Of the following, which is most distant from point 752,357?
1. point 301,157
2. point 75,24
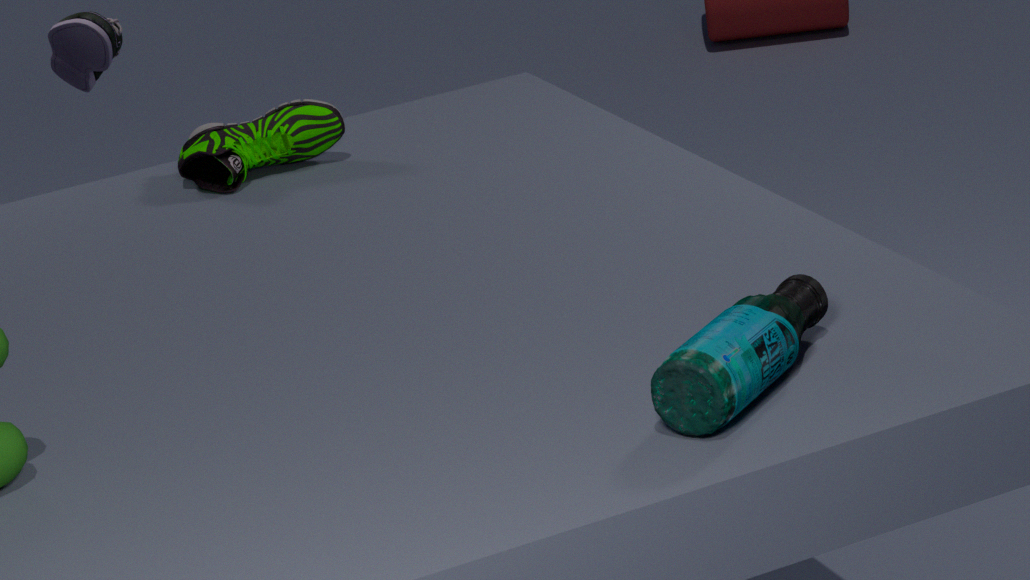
point 75,24
